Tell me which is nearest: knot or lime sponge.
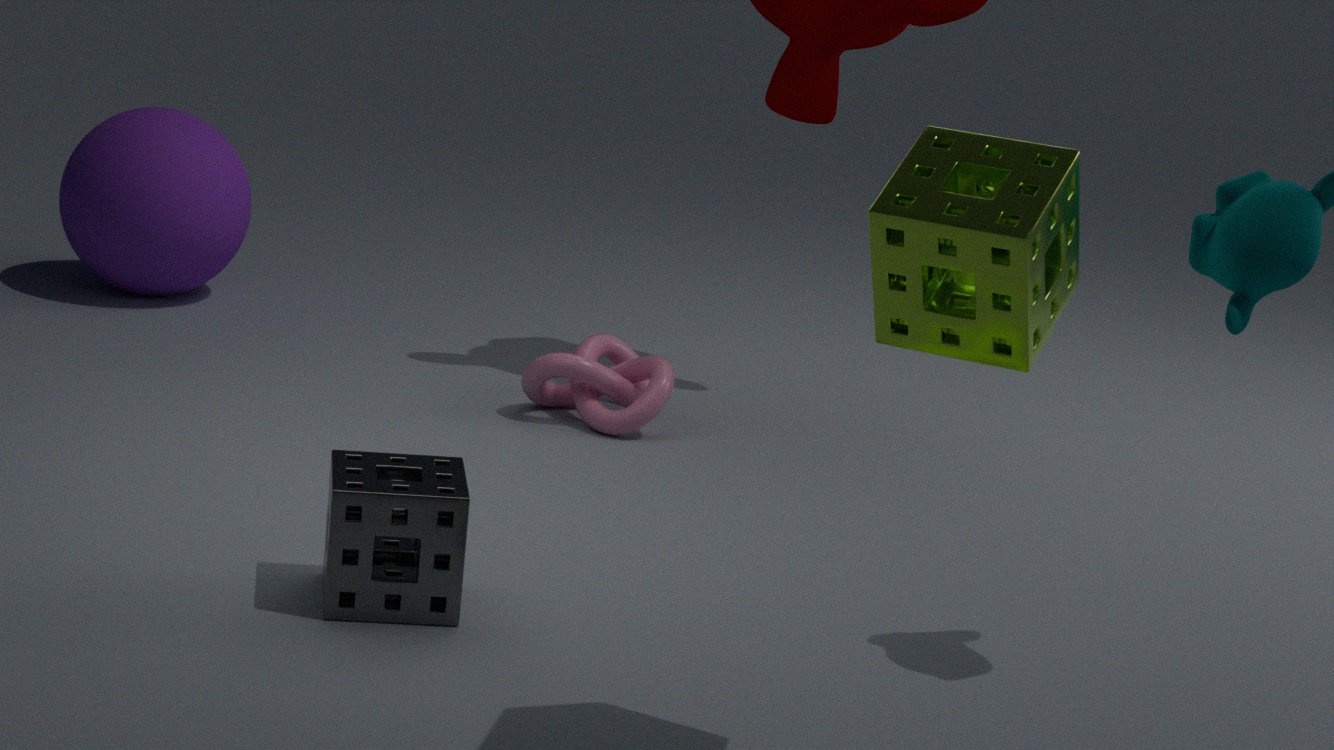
lime sponge
